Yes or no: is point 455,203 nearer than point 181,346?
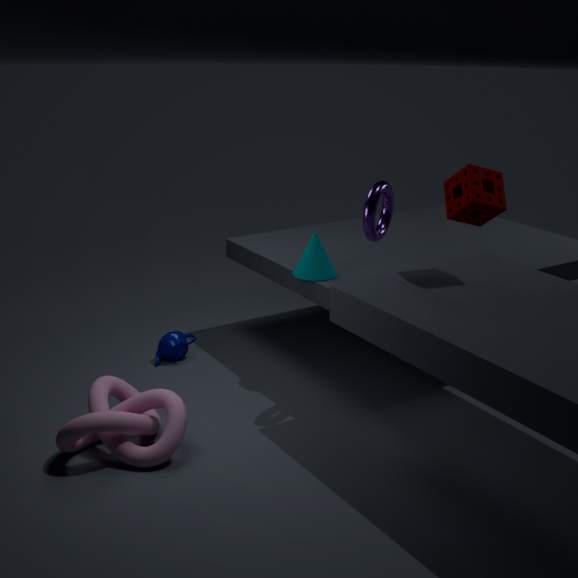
Yes
